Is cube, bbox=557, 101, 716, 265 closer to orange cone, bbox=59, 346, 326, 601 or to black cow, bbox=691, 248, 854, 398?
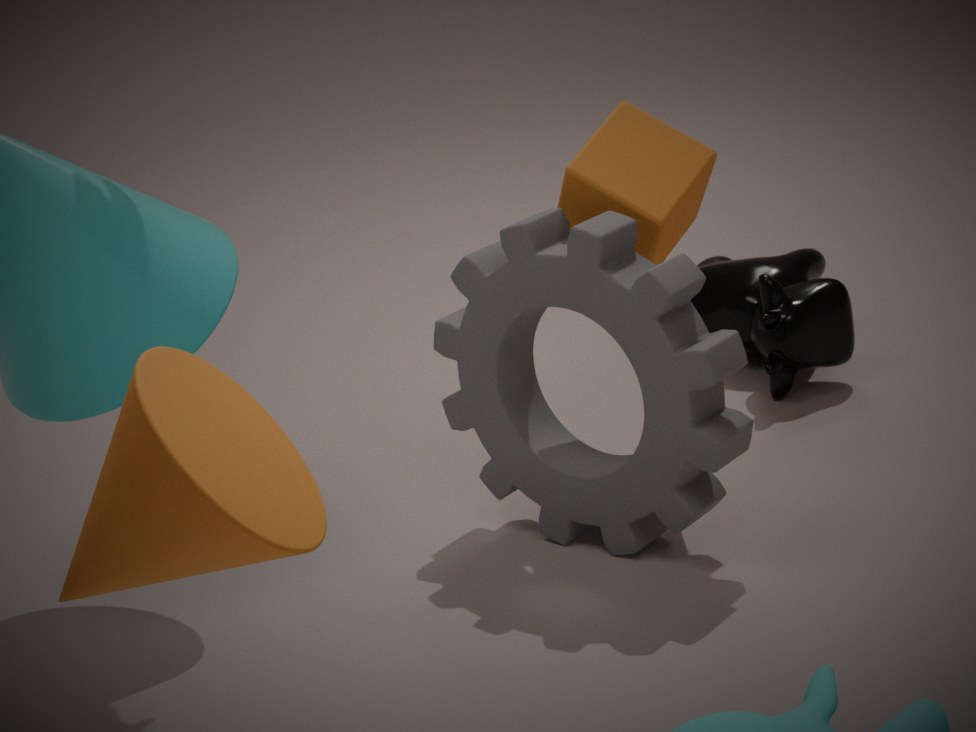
black cow, bbox=691, 248, 854, 398
